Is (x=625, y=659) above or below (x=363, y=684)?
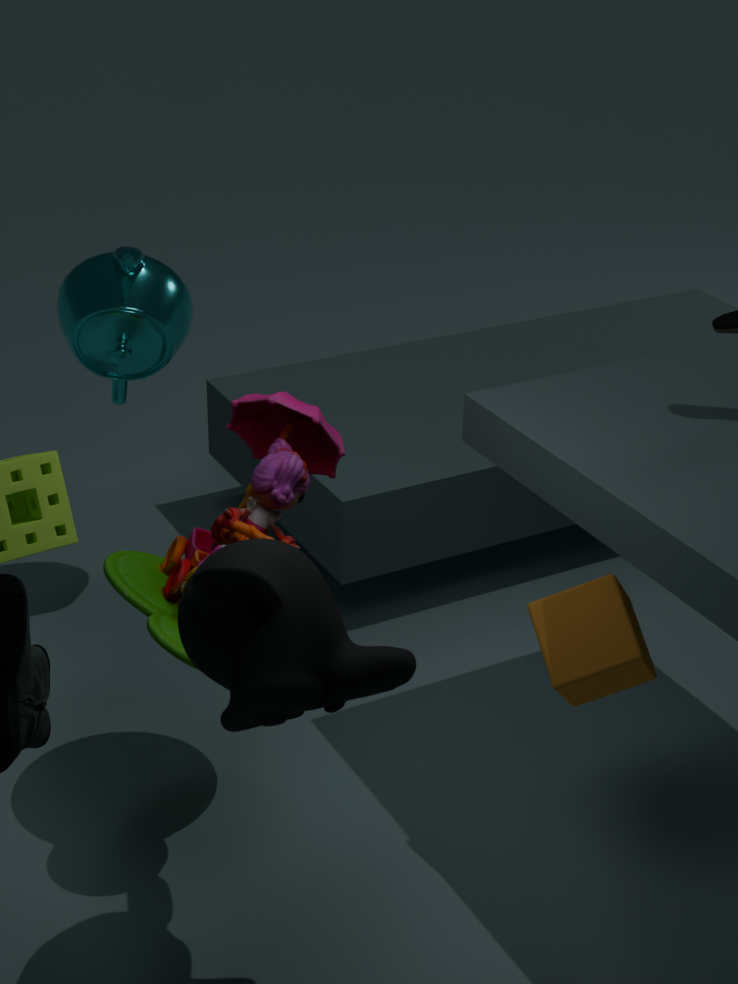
below
